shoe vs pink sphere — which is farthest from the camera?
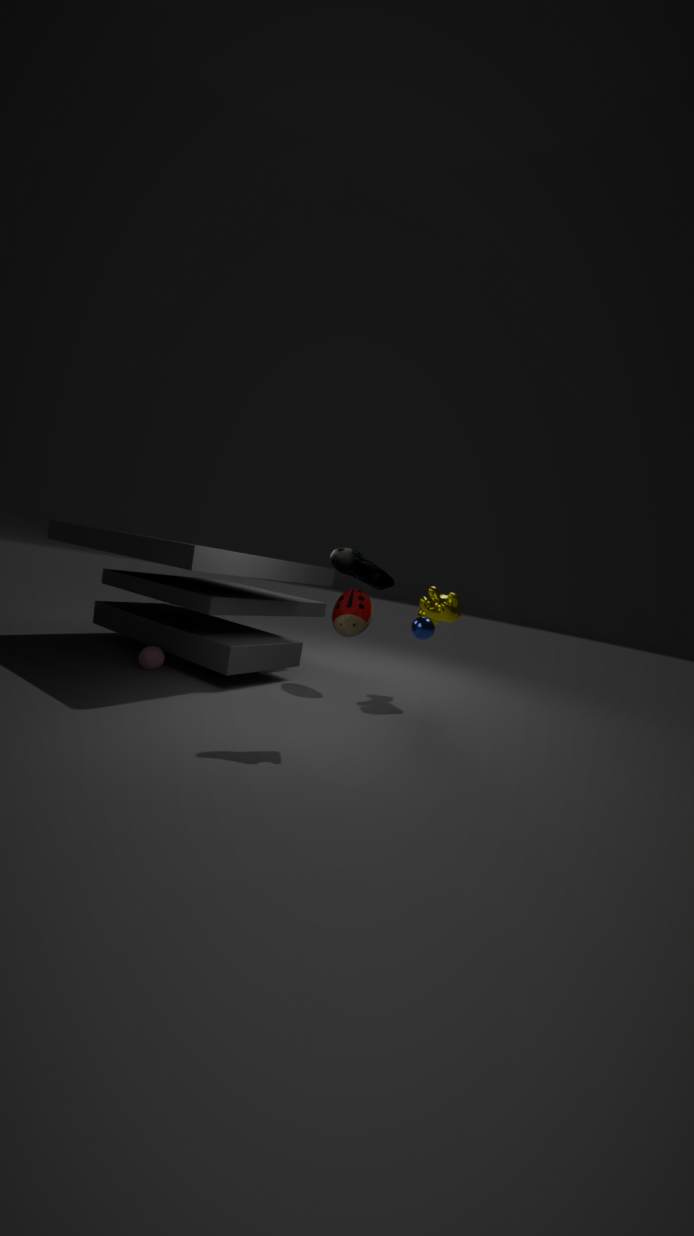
pink sphere
